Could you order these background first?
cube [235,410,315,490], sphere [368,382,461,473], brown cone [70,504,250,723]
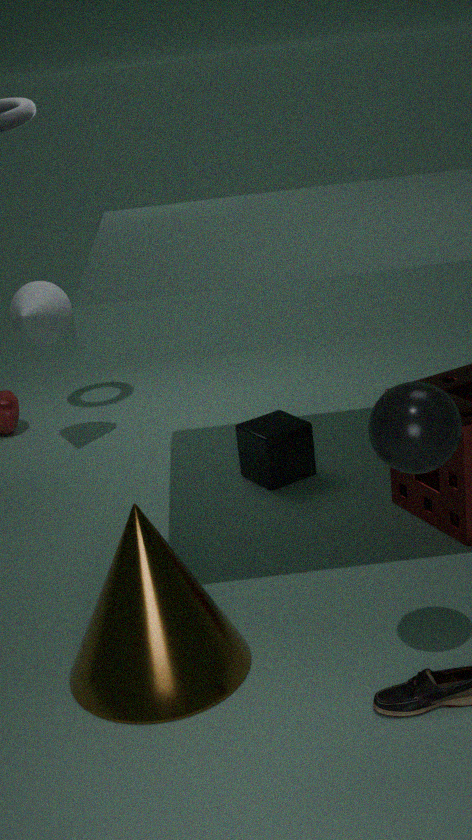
cube [235,410,315,490] → brown cone [70,504,250,723] → sphere [368,382,461,473]
